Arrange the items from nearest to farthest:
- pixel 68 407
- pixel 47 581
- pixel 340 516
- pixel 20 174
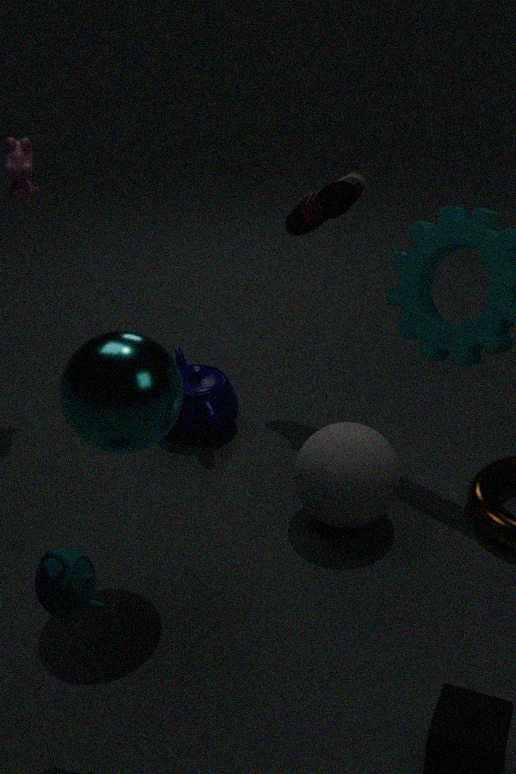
pixel 47 581 → pixel 68 407 → pixel 340 516 → pixel 20 174
